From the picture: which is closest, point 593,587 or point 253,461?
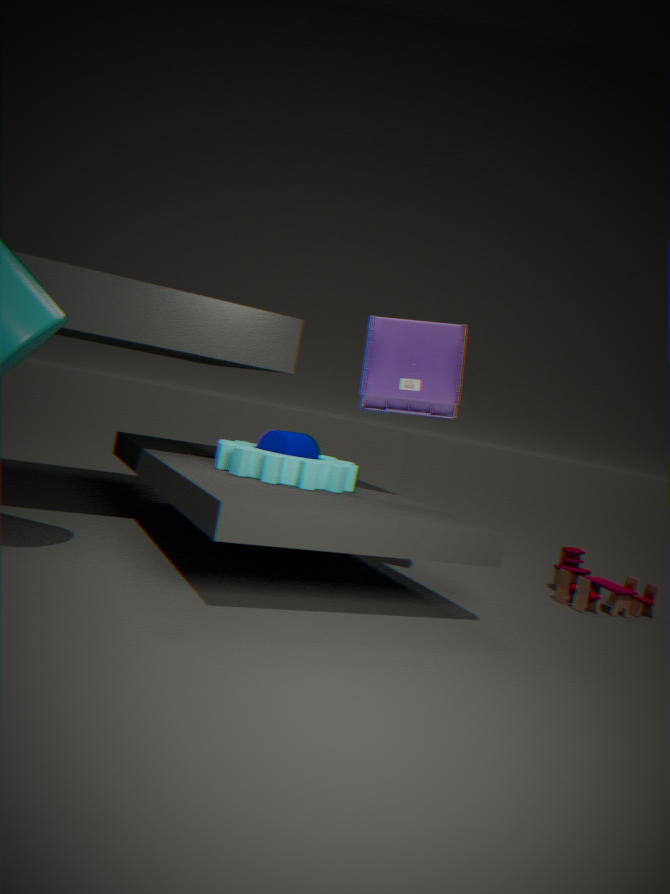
point 253,461
